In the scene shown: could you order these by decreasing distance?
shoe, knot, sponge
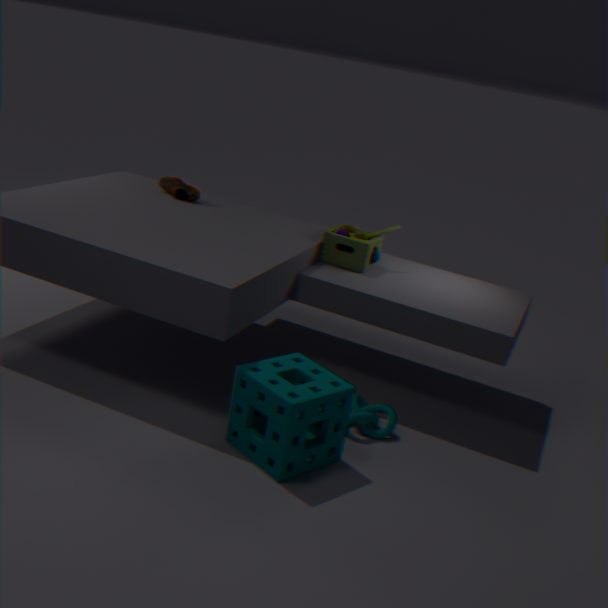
1. shoe
2. knot
3. sponge
